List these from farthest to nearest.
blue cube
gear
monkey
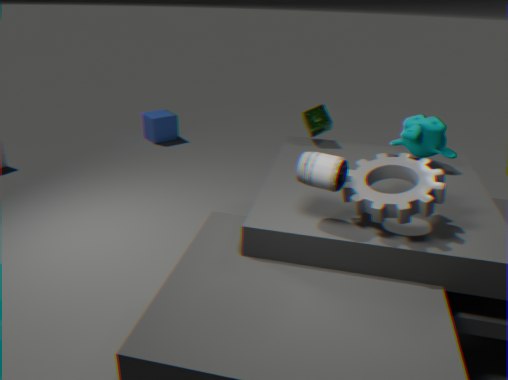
blue cube
monkey
gear
